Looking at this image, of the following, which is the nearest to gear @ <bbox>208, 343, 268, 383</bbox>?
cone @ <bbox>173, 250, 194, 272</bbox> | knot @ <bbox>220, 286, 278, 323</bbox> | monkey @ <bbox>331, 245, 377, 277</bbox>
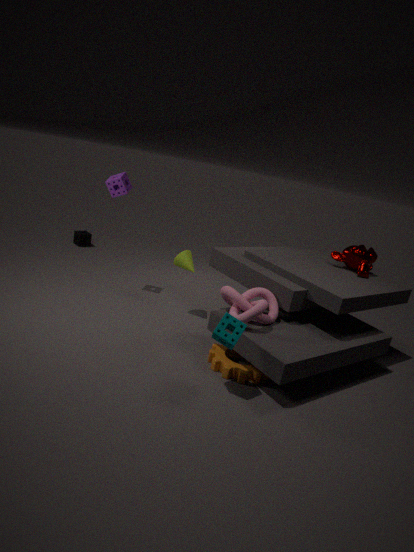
knot @ <bbox>220, 286, 278, 323</bbox>
